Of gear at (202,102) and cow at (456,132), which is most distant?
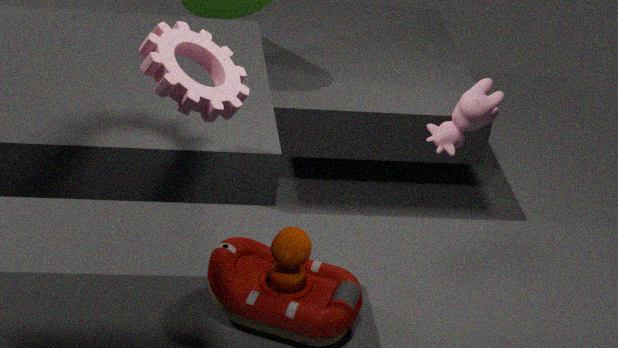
cow at (456,132)
